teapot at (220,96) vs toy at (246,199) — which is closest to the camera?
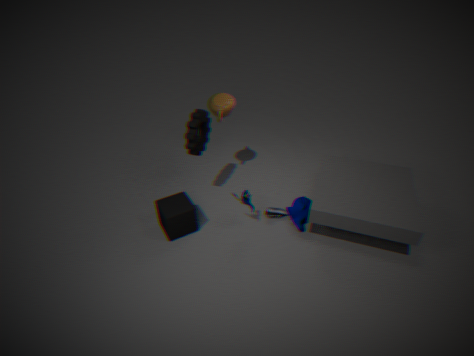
toy at (246,199)
